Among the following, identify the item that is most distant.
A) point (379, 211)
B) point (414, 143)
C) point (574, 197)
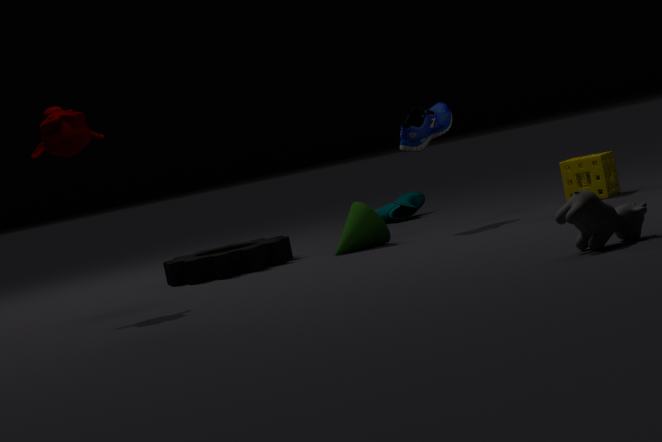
point (379, 211)
